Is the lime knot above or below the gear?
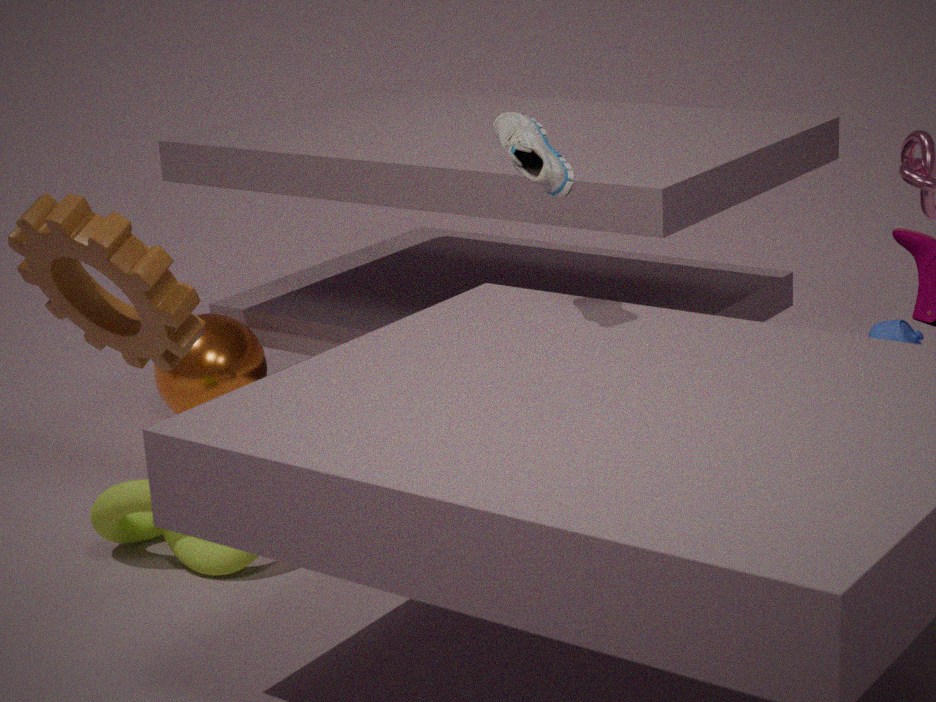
below
